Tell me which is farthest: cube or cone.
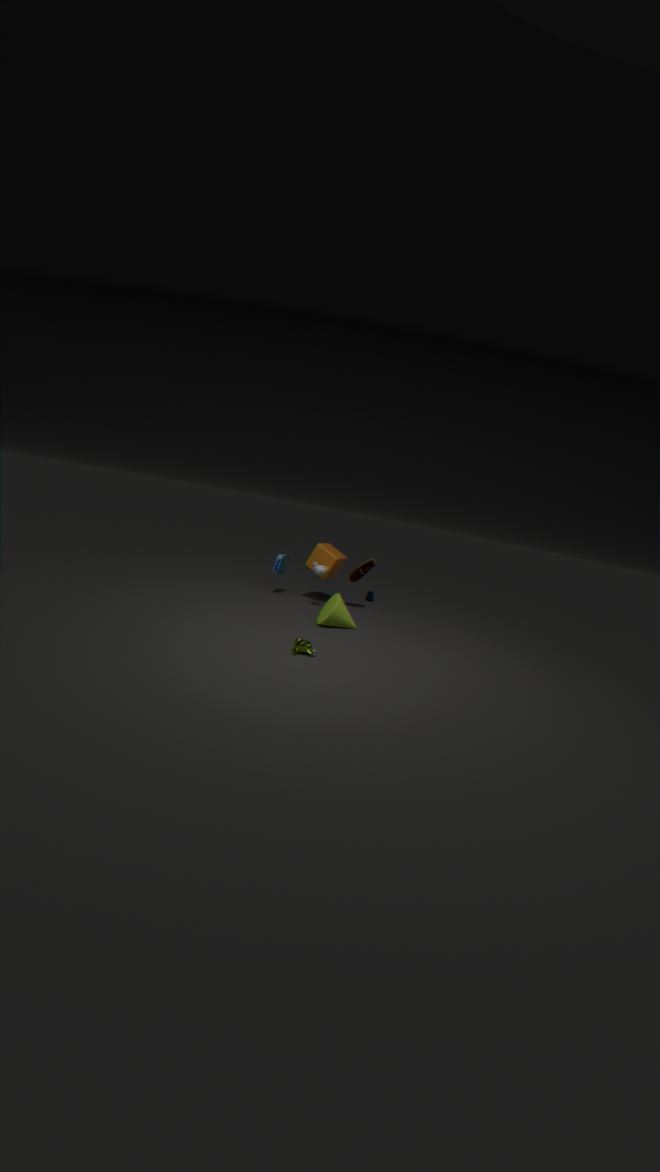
cube
